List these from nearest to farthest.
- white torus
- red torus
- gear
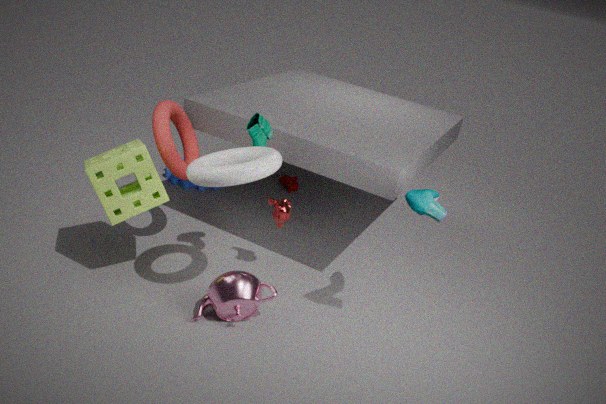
white torus
red torus
gear
